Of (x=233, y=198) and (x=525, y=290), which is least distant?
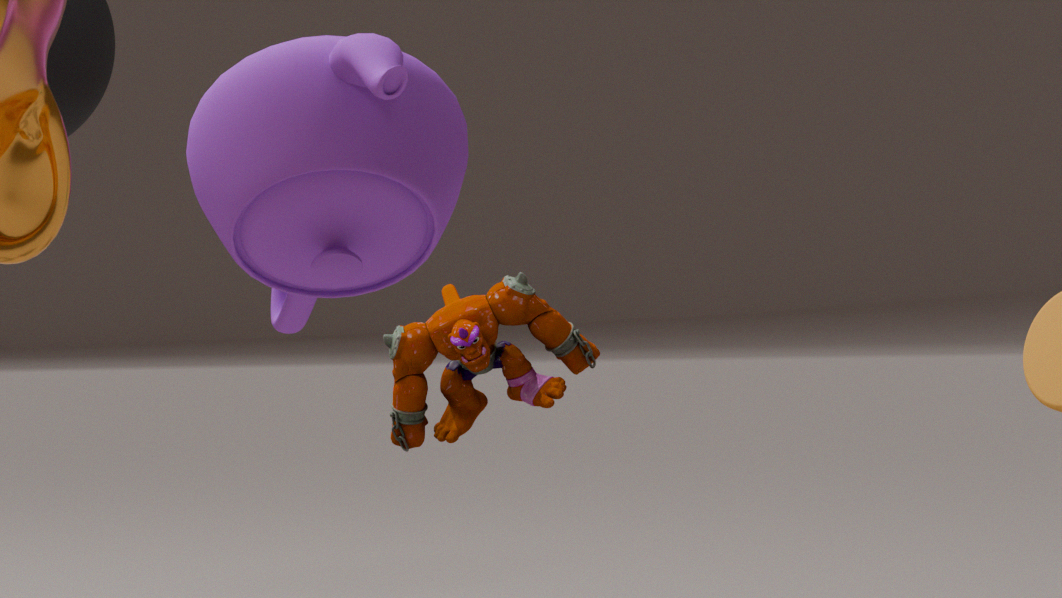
(x=233, y=198)
